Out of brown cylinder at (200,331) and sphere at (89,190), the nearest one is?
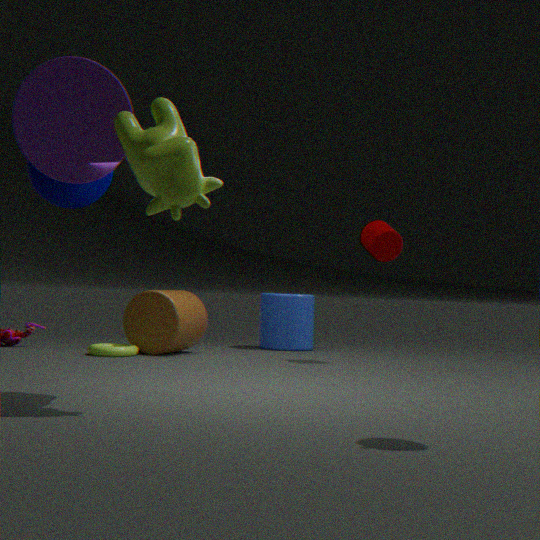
sphere at (89,190)
